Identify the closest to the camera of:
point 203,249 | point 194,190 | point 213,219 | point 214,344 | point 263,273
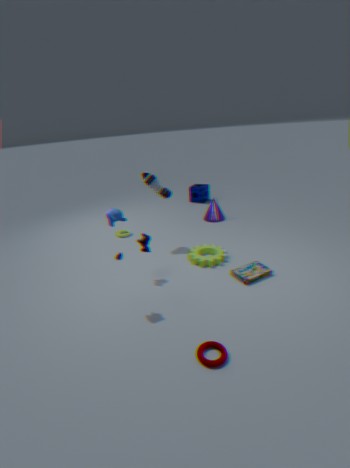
point 214,344
